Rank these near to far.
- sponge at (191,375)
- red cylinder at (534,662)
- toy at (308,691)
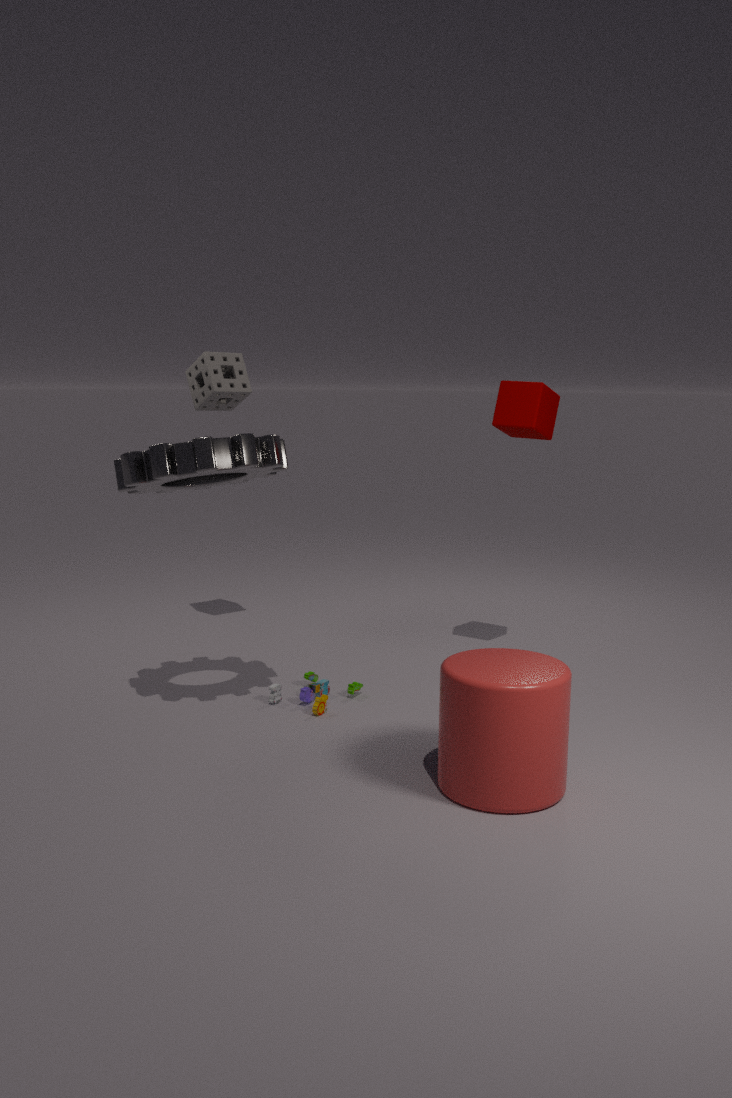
1. red cylinder at (534,662)
2. toy at (308,691)
3. sponge at (191,375)
